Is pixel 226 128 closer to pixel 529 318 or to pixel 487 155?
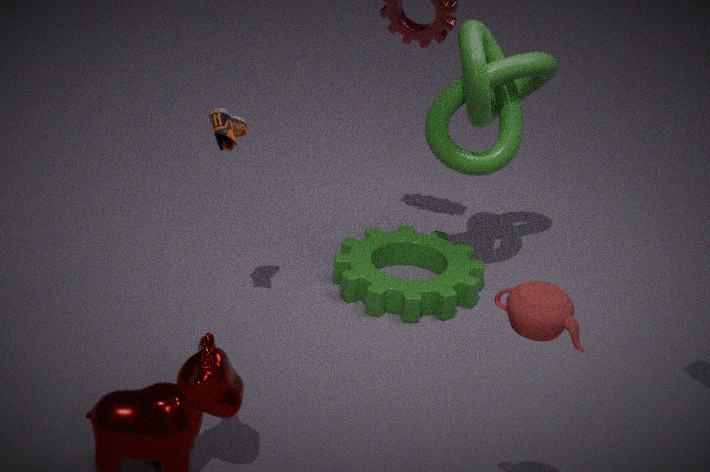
pixel 487 155
